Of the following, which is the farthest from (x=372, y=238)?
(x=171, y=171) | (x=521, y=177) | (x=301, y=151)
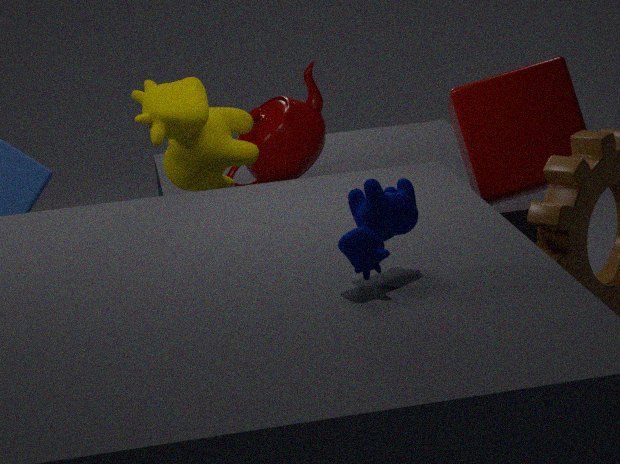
(x=301, y=151)
